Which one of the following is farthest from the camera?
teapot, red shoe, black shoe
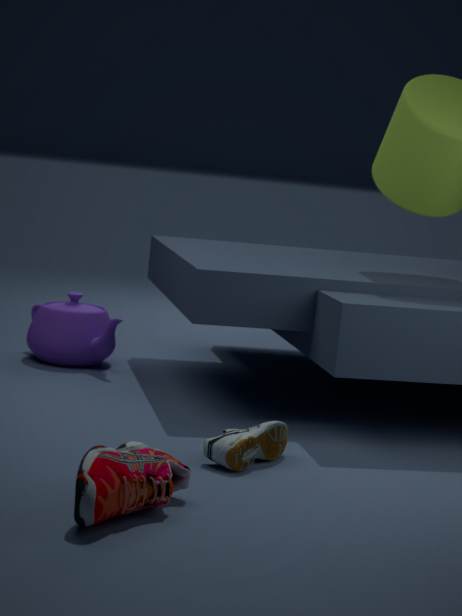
teapot
